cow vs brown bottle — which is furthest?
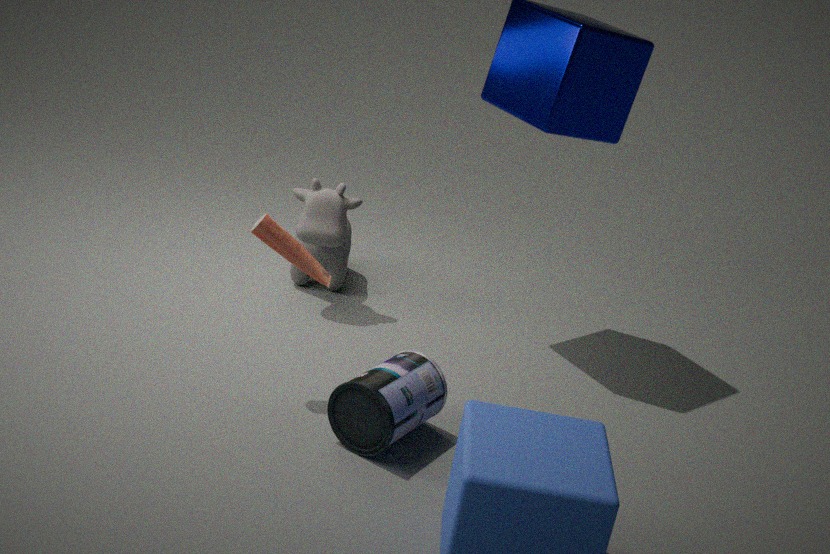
cow
